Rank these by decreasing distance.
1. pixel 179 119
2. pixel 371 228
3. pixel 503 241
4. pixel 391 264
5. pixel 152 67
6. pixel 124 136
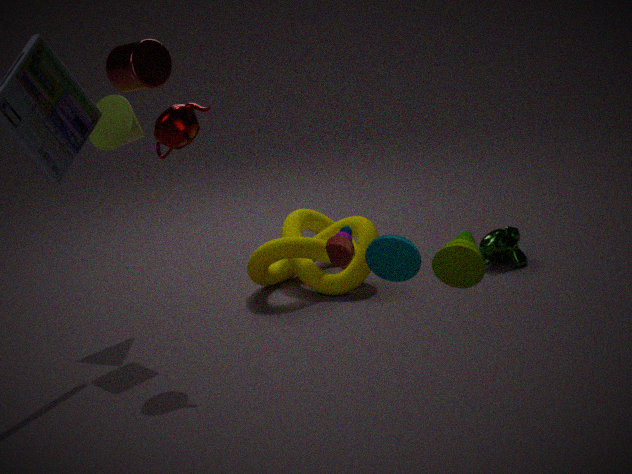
pixel 371 228 < pixel 503 241 < pixel 124 136 < pixel 152 67 < pixel 179 119 < pixel 391 264
